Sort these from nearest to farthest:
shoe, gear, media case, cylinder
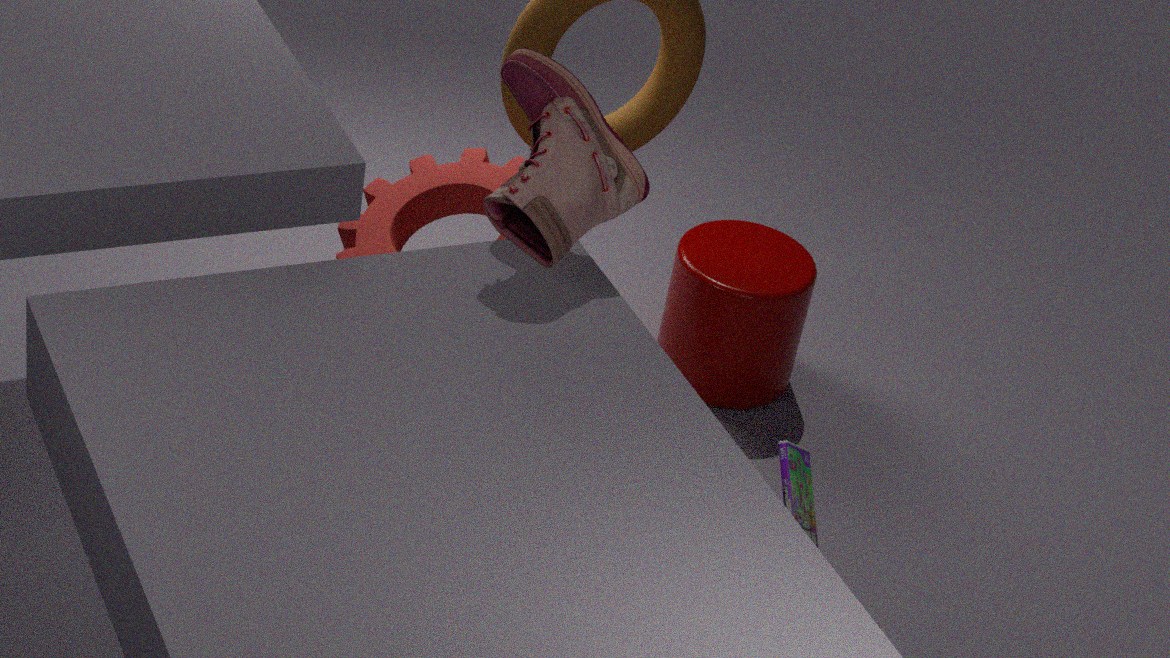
shoe < media case < gear < cylinder
